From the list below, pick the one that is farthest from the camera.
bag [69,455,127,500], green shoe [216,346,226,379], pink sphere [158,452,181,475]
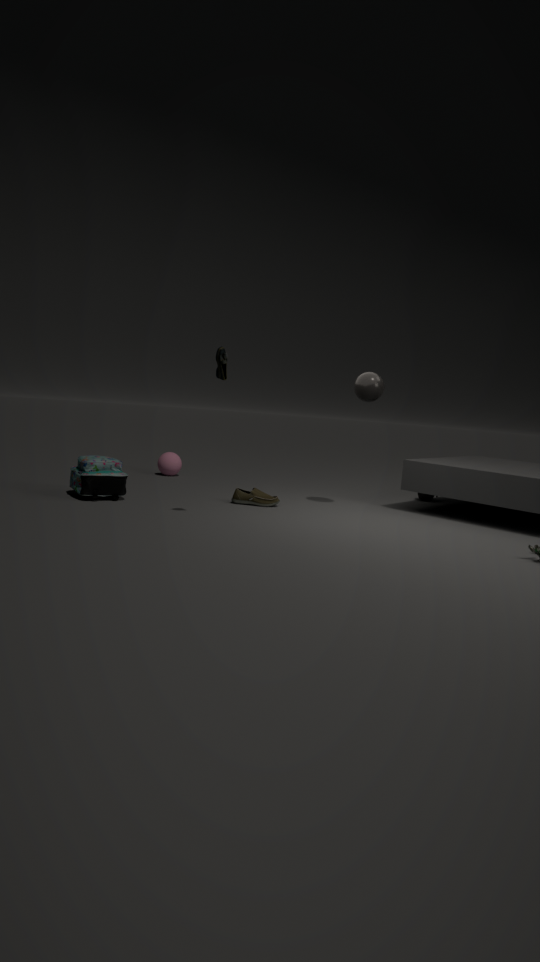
pink sphere [158,452,181,475]
